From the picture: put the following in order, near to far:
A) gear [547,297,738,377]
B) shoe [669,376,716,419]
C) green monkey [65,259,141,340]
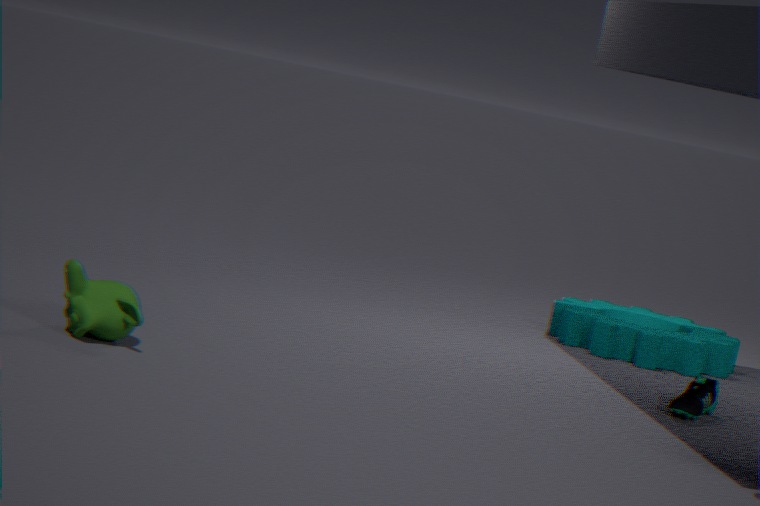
green monkey [65,259,141,340], shoe [669,376,716,419], gear [547,297,738,377]
